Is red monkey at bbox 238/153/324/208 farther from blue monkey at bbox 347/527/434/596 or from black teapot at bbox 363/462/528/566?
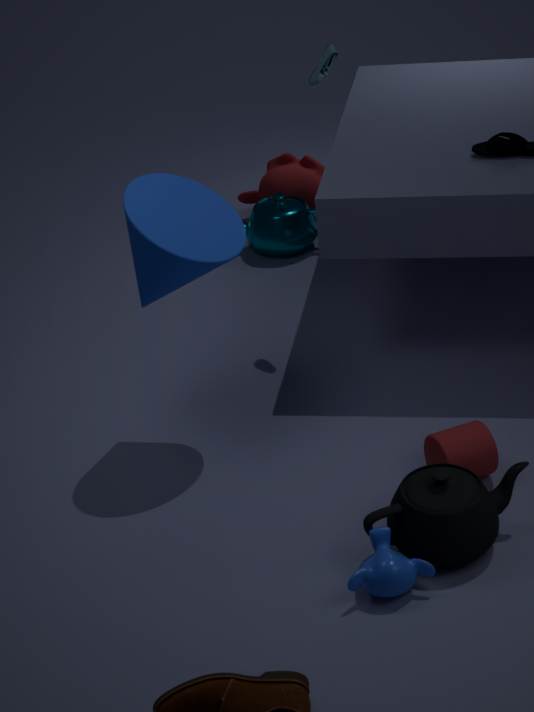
blue monkey at bbox 347/527/434/596
